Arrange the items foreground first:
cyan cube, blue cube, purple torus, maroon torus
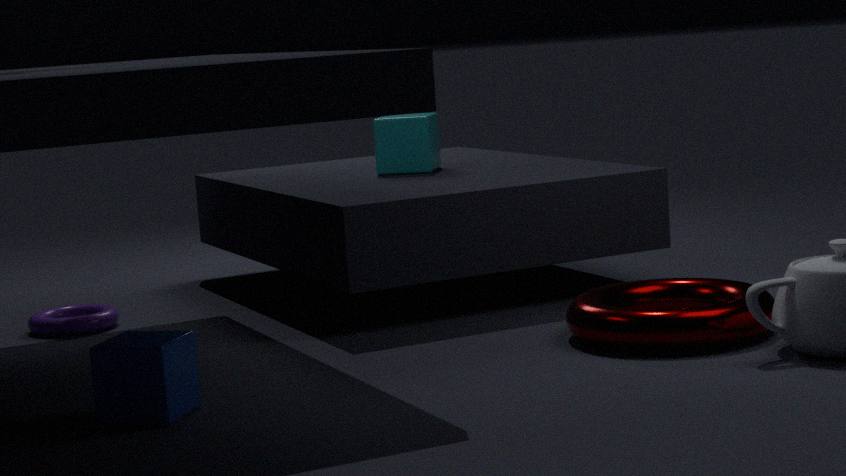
blue cube
maroon torus
purple torus
cyan cube
